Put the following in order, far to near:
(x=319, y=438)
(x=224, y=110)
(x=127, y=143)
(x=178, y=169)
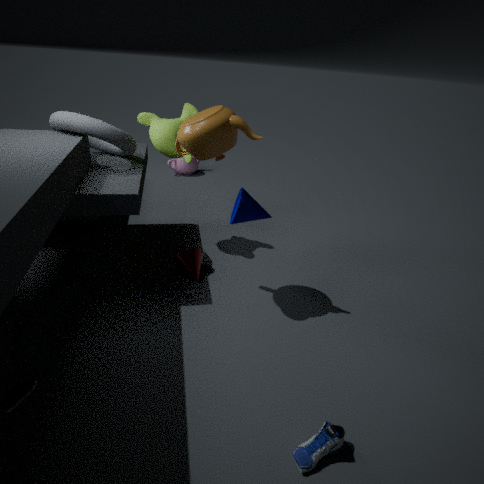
(x=178, y=169), (x=127, y=143), (x=224, y=110), (x=319, y=438)
